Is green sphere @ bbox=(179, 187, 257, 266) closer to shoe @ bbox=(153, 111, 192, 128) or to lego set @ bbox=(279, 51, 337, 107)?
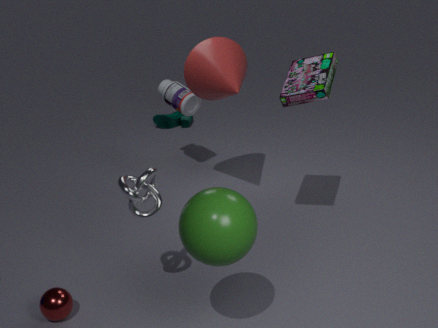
lego set @ bbox=(279, 51, 337, 107)
